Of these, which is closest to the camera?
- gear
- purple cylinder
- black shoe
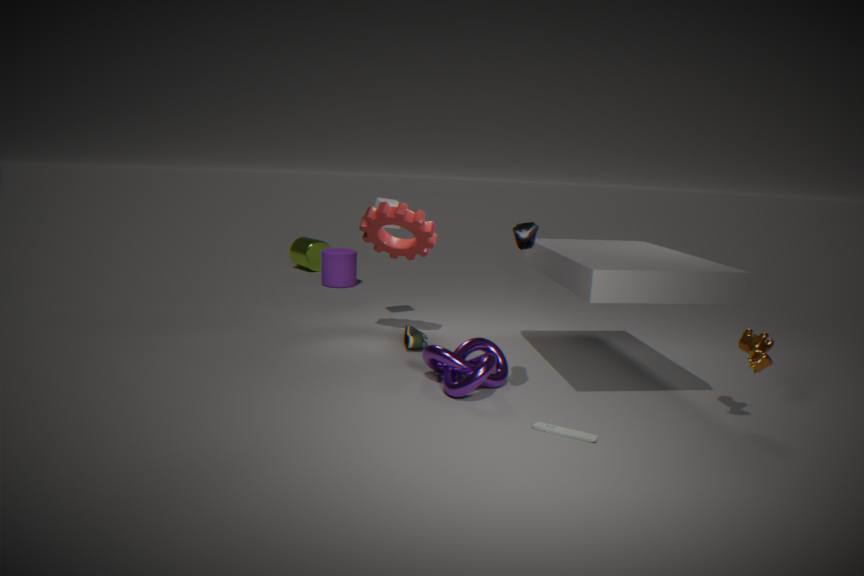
black shoe
